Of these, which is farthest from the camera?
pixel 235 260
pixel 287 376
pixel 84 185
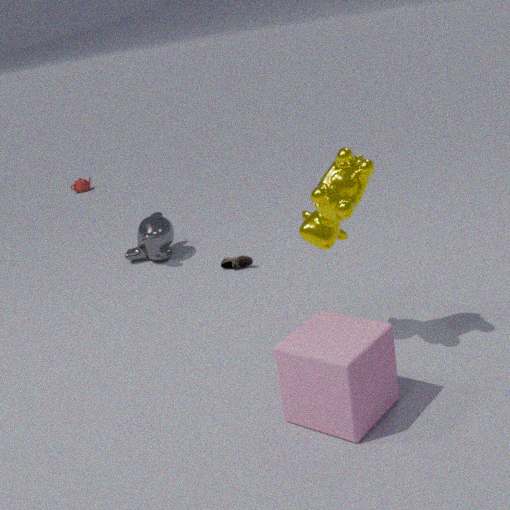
pixel 84 185
